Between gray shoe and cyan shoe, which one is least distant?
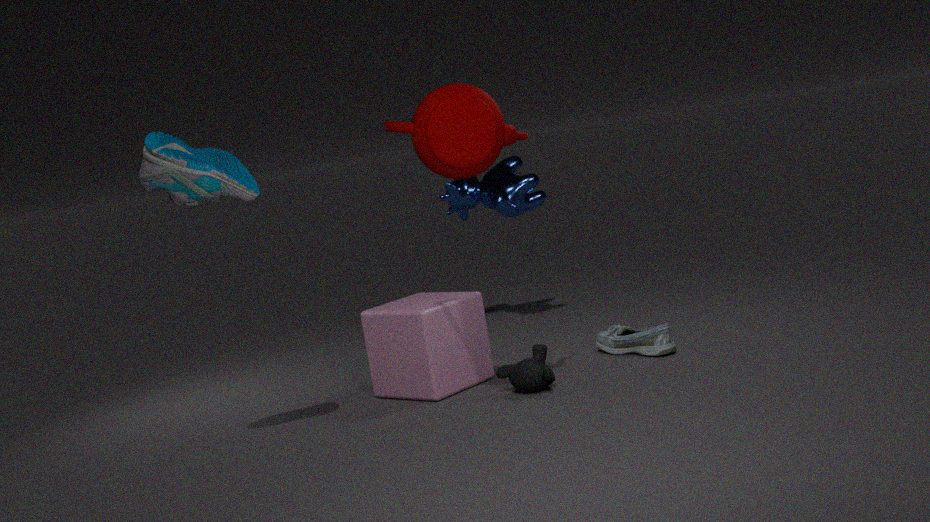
cyan shoe
